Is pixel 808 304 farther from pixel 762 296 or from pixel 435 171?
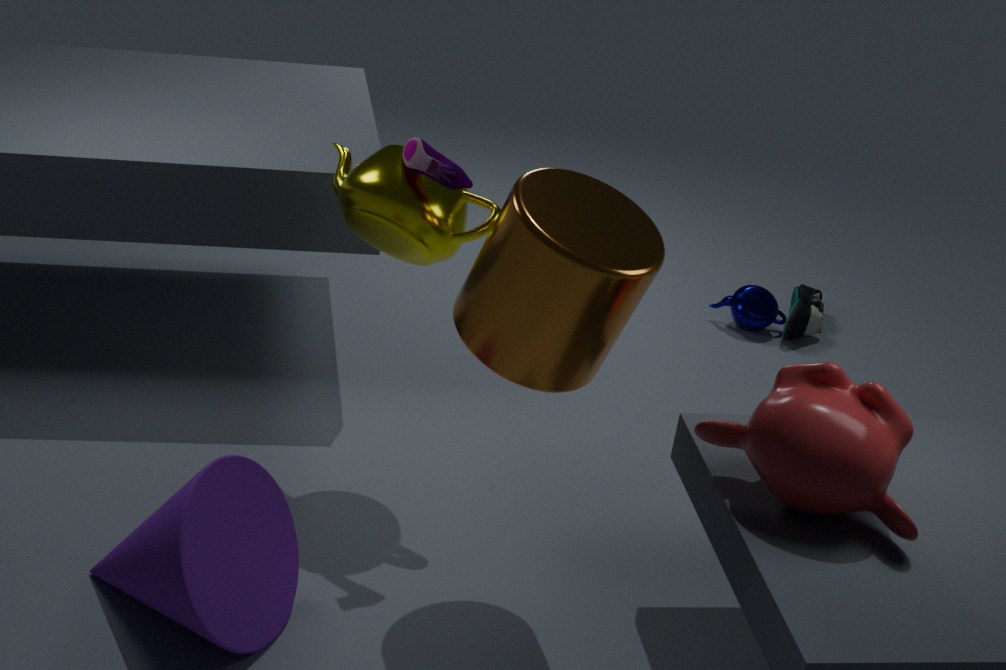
pixel 435 171
